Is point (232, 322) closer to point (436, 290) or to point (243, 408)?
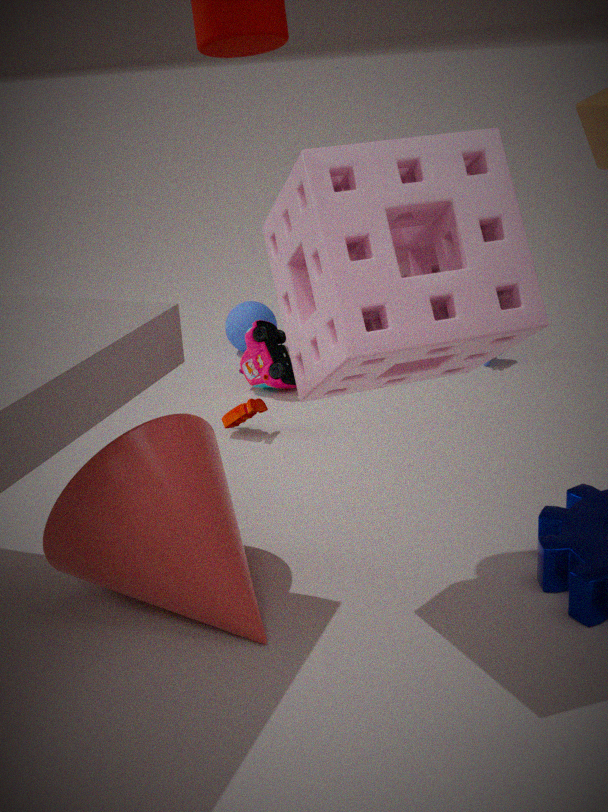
point (243, 408)
